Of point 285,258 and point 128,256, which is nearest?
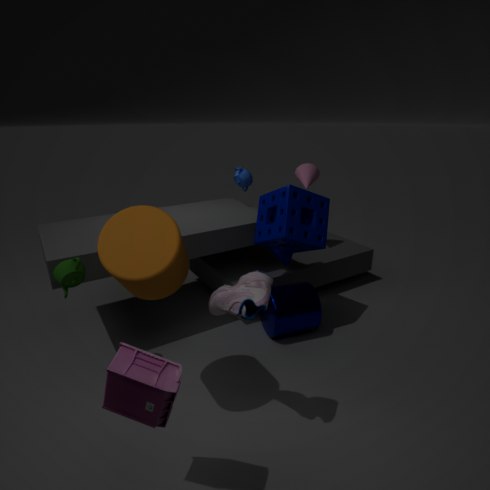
point 128,256
